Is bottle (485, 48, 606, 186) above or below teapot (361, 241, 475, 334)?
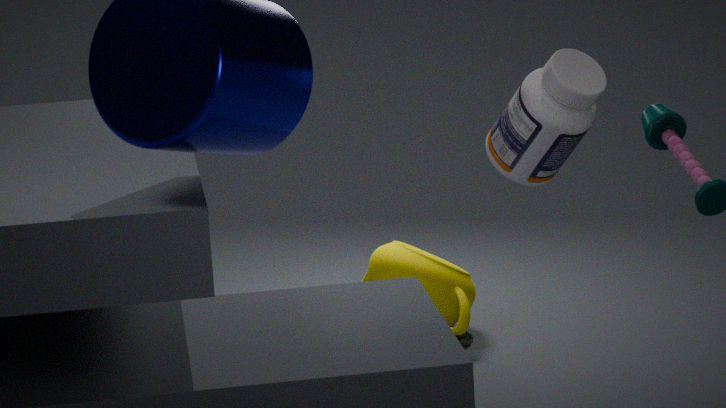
above
